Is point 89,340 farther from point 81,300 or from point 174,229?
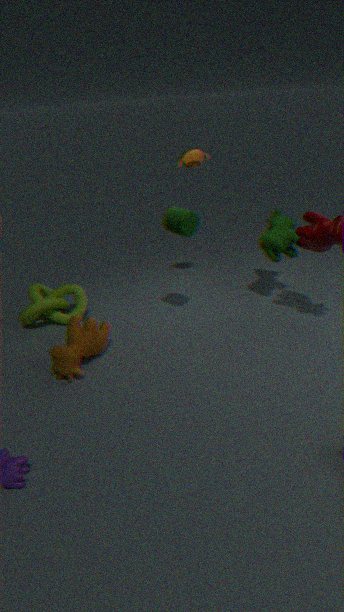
point 174,229
